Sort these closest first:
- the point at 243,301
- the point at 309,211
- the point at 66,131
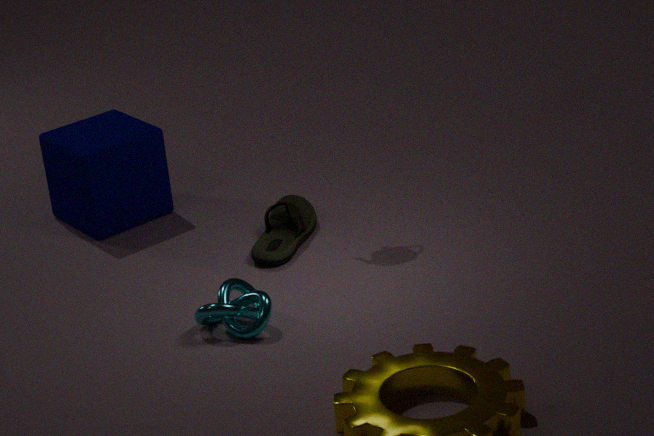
the point at 243,301, the point at 309,211, the point at 66,131
